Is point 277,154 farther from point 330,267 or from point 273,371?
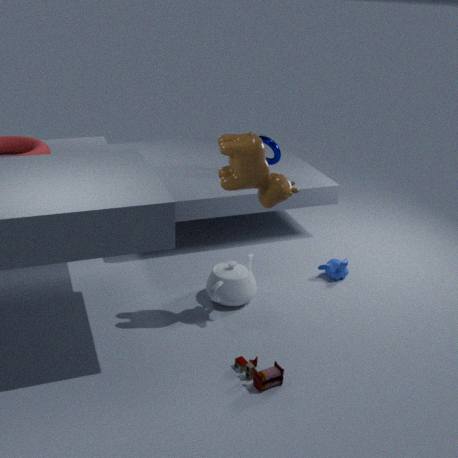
point 273,371
